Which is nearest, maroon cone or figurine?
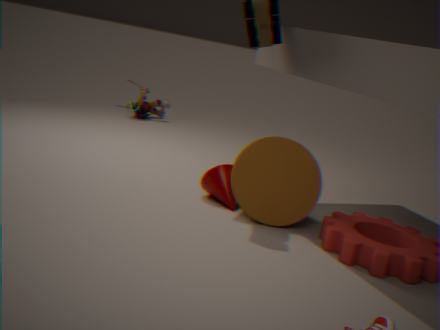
maroon cone
